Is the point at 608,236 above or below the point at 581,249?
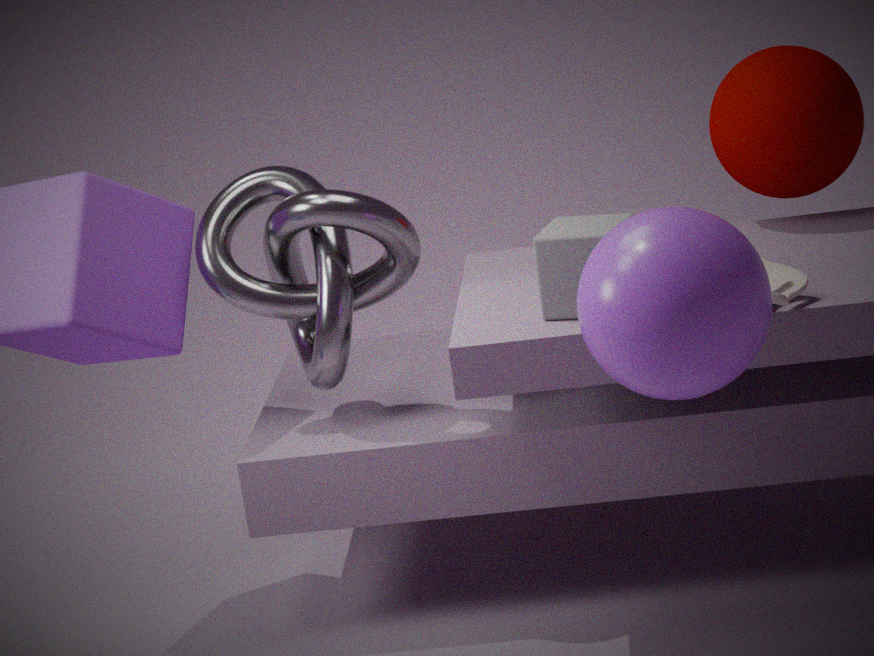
above
